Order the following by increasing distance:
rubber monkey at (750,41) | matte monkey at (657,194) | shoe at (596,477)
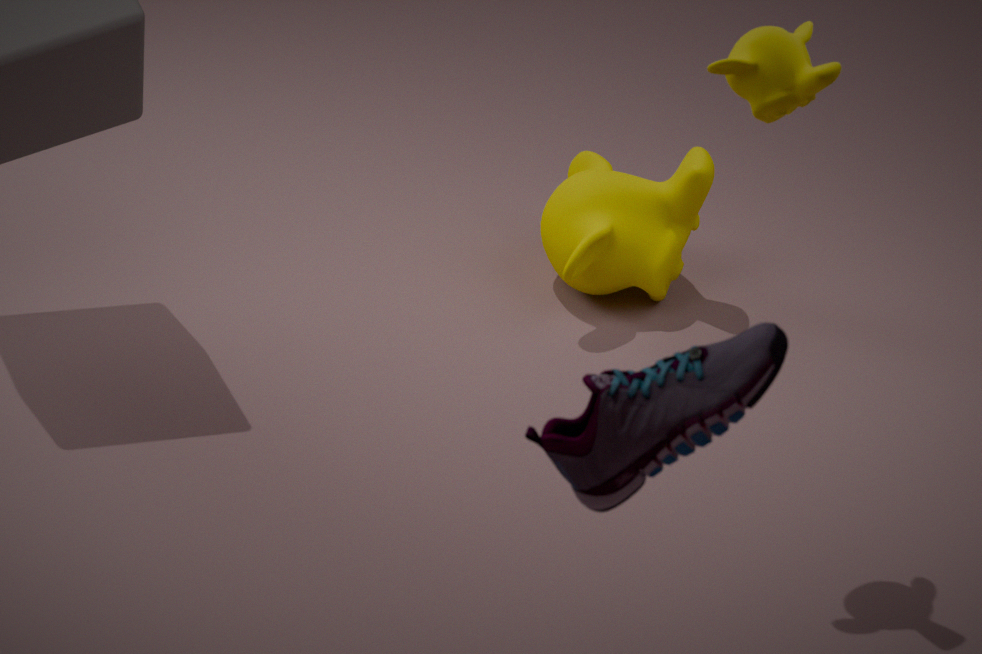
shoe at (596,477) → rubber monkey at (750,41) → matte monkey at (657,194)
